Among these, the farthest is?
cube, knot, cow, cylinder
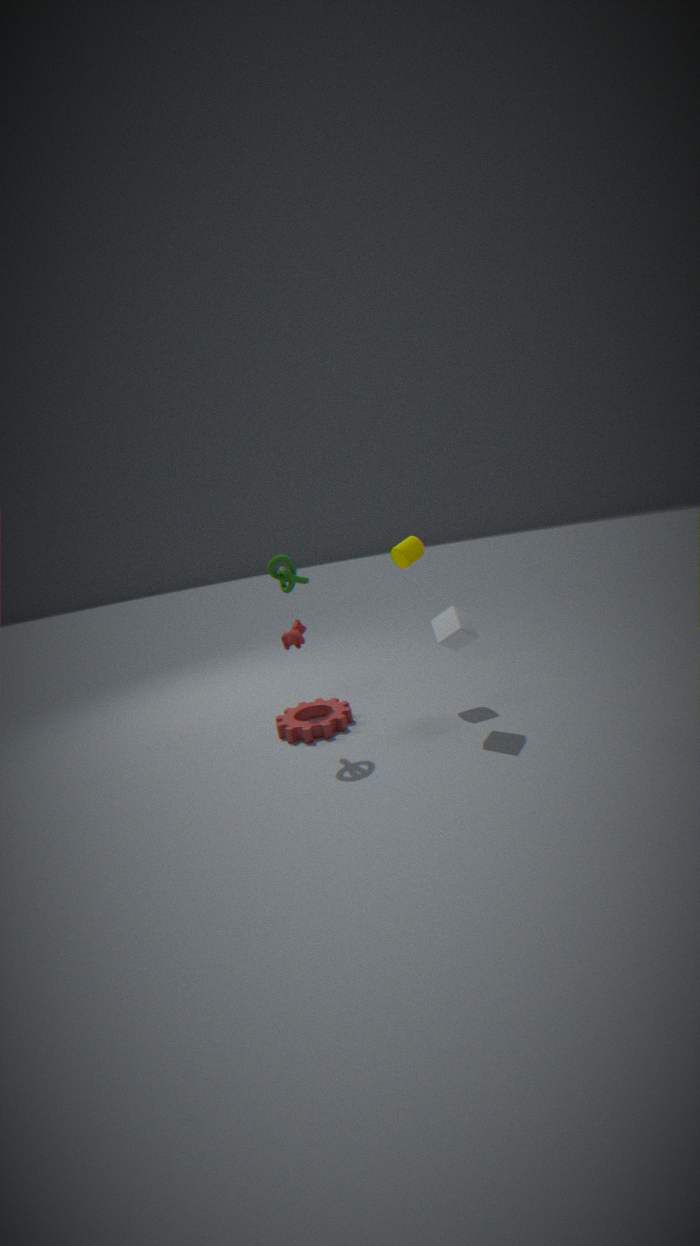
cylinder
